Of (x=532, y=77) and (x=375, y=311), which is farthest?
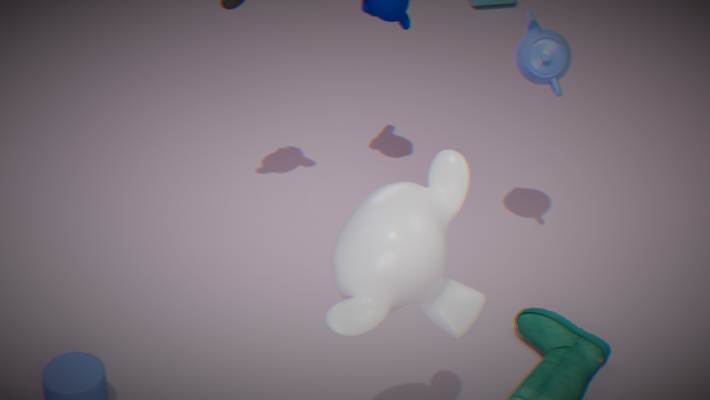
(x=532, y=77)
